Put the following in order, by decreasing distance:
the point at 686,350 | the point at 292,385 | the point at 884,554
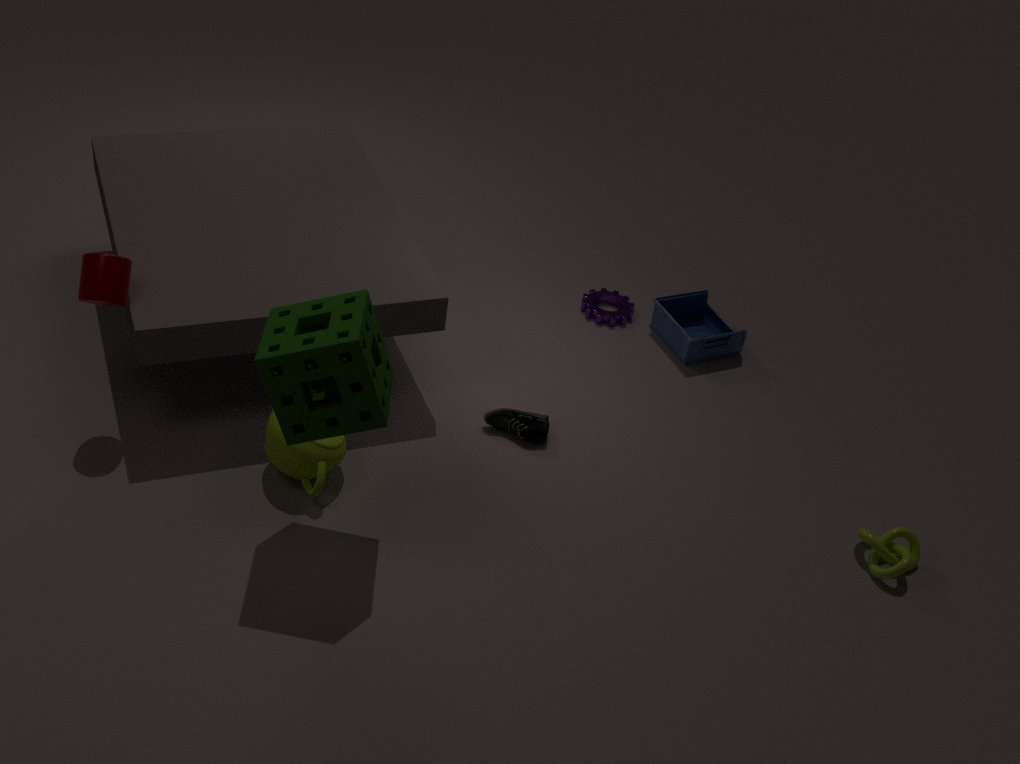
1. the point at 686,350
2. the point at 884,554
3. the point at 292,385
